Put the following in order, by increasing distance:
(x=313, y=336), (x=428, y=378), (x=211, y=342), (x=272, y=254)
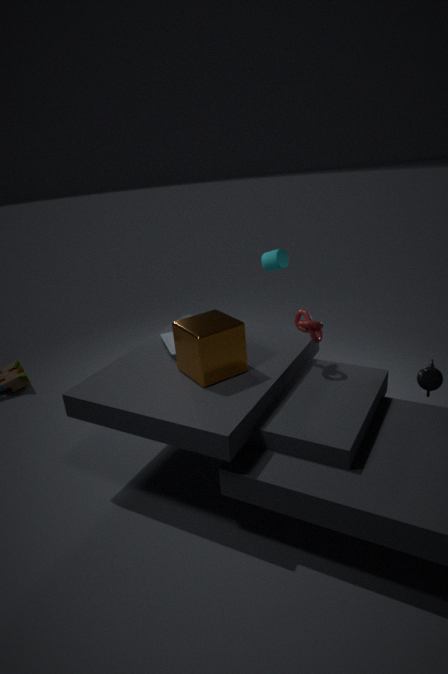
1. (x=211, y=342)
2. (x=428, y=378)
3. (x=313, y=336)
4. (x=272, y=254)
